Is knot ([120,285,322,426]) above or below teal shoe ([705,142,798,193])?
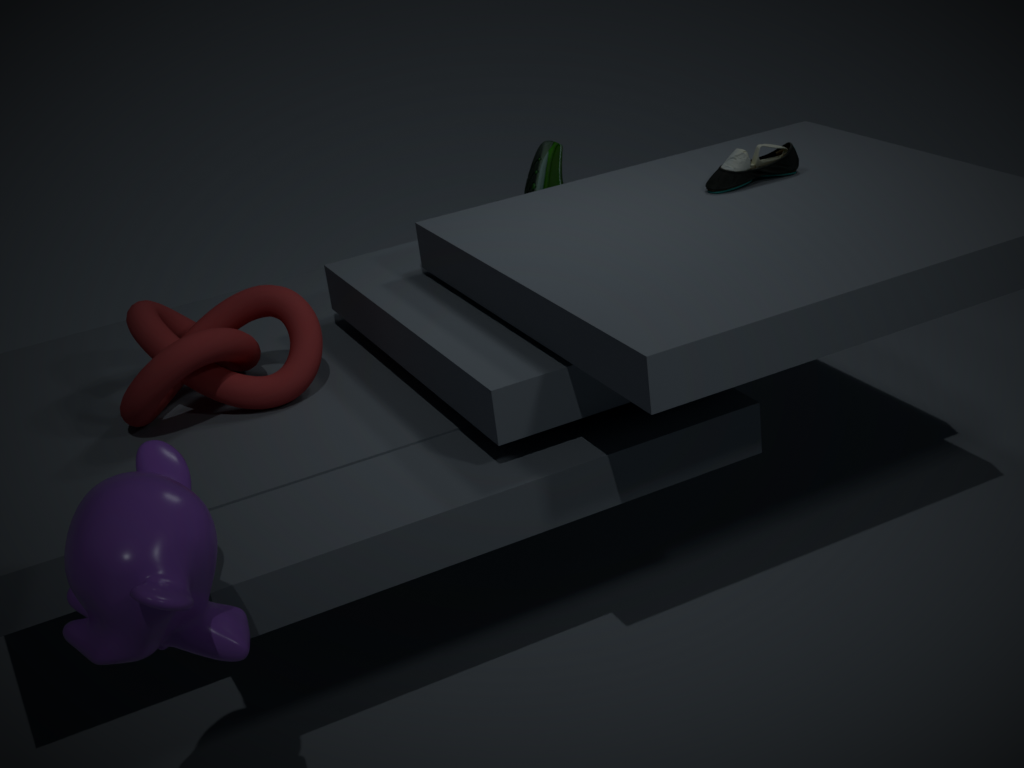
below
